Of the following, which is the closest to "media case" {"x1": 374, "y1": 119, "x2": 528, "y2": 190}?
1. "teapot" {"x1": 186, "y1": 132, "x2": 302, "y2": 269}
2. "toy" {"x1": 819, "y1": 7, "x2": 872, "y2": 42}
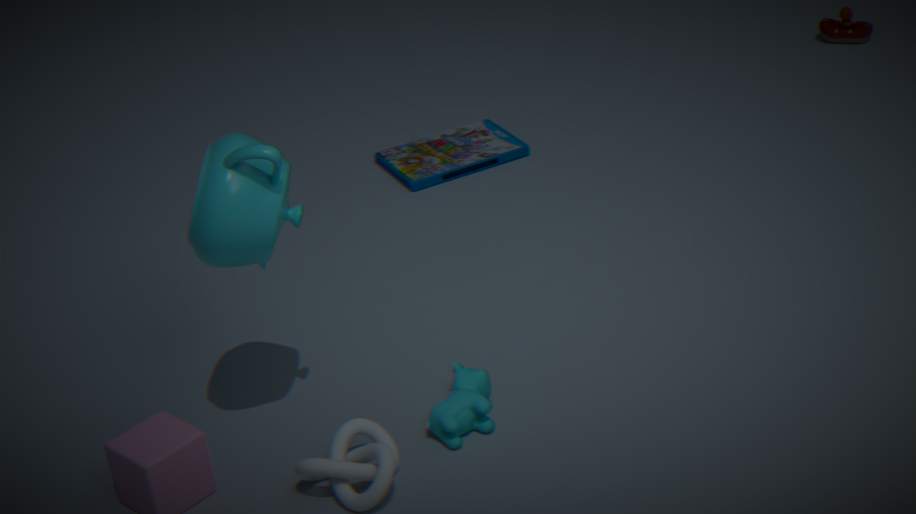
"teapot" {"x1": 186, "y1": 132, "x2": 302, "y2": 269}
